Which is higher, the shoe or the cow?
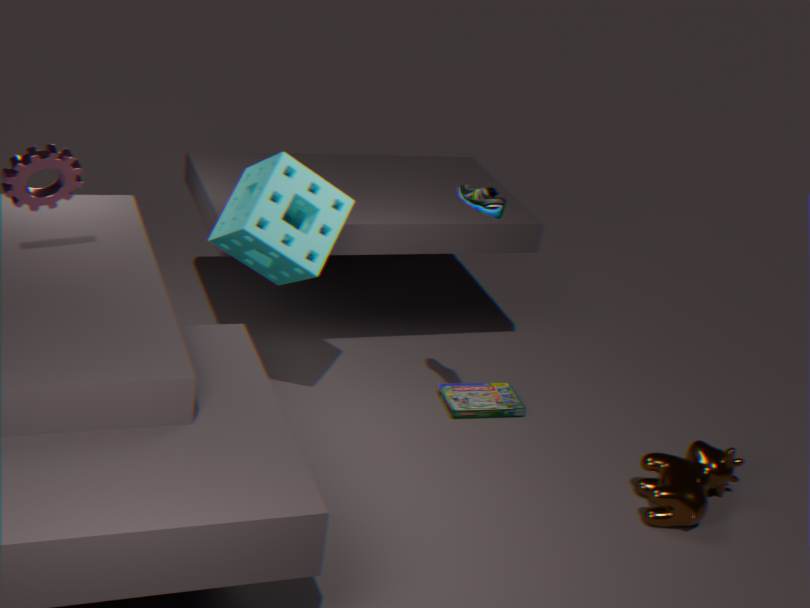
the shoe
